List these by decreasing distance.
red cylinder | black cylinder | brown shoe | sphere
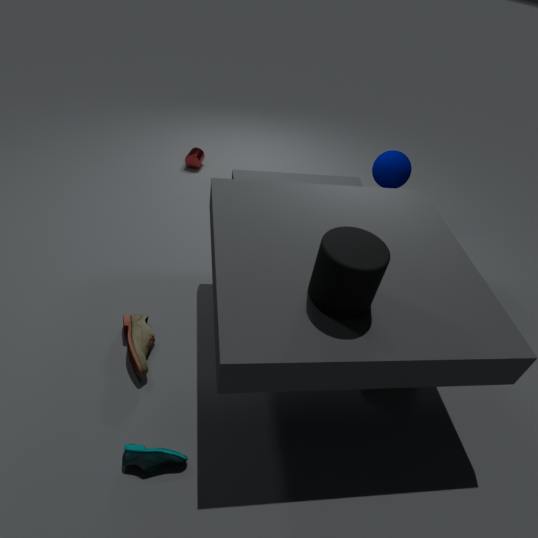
red cylinder
sphere
brown shoe
black cylinder
